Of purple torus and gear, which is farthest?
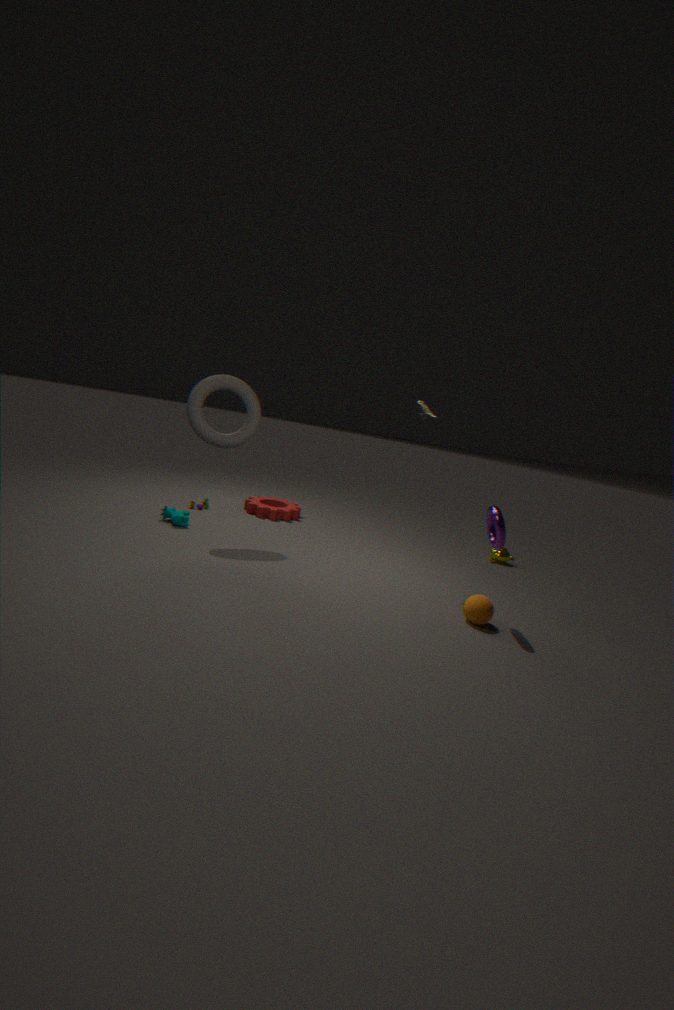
gear
